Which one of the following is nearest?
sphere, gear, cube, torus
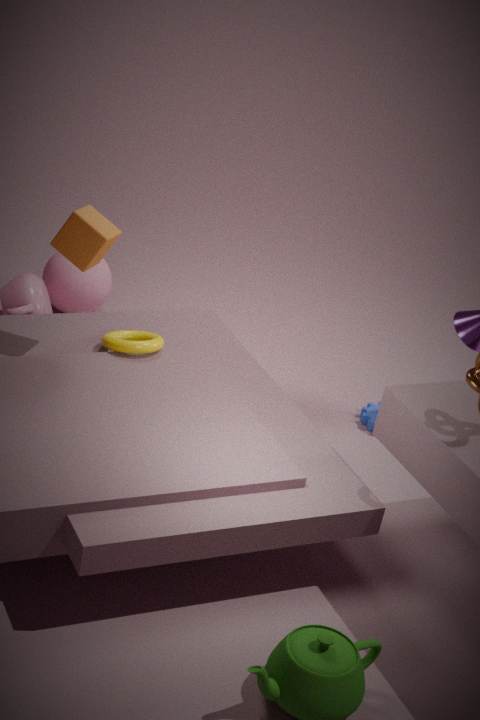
cube
